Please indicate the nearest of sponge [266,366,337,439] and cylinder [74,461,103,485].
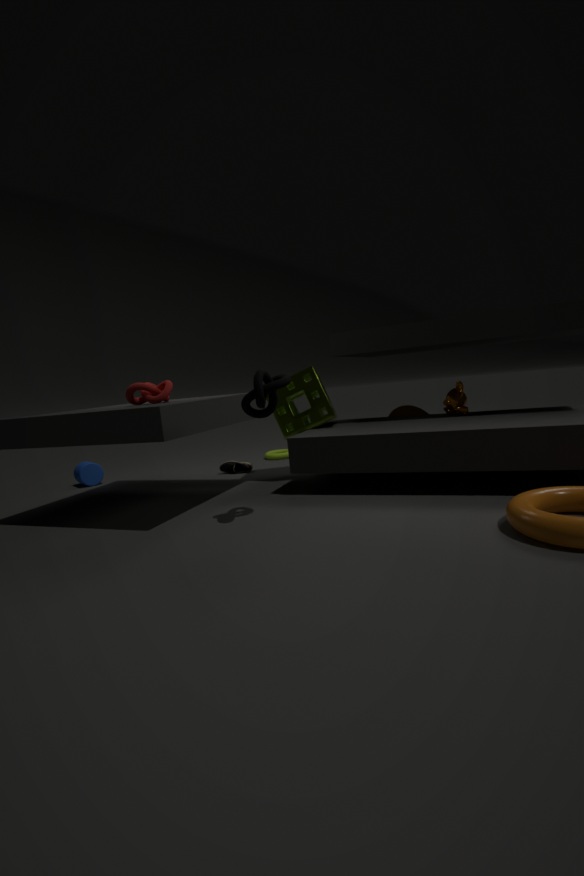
sponge [266,366,337,439]
